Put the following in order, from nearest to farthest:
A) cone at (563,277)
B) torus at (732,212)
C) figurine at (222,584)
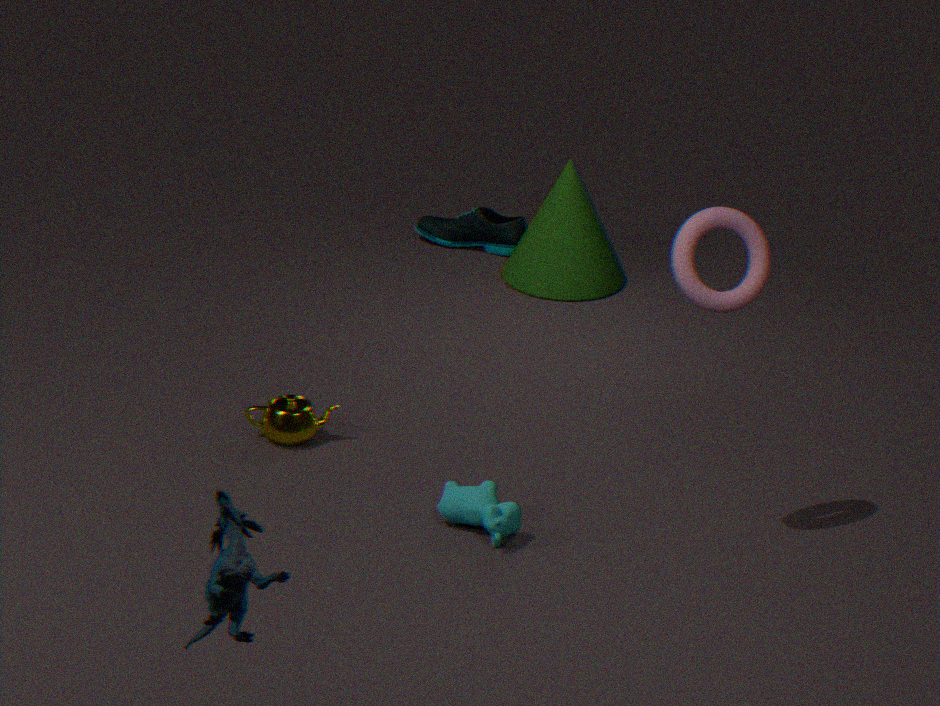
figurine at (222,584), torus at (732,212), cone at (563,277)
